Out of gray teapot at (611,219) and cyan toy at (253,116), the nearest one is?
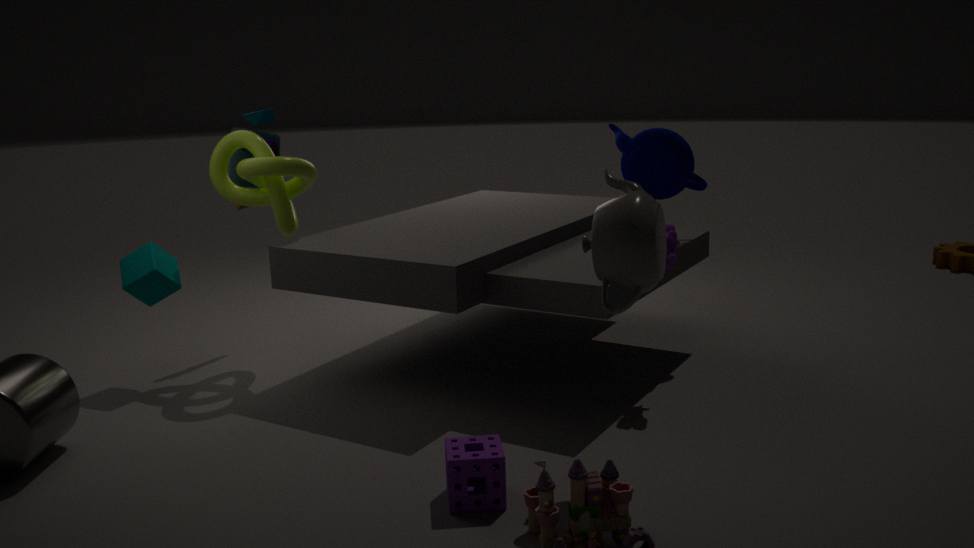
gray teapot at (611,219)
